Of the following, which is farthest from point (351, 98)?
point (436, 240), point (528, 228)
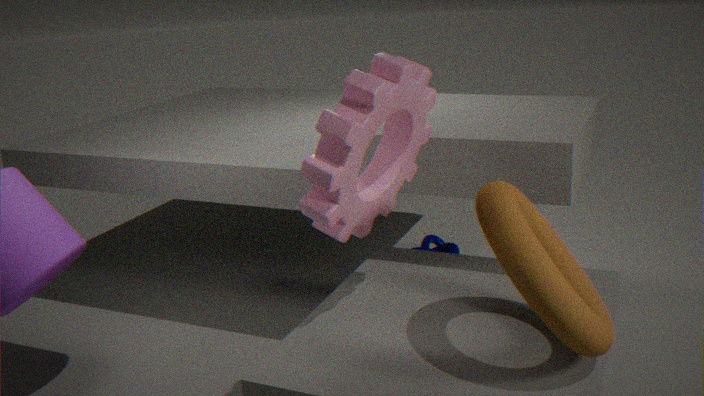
point (436, 240)
